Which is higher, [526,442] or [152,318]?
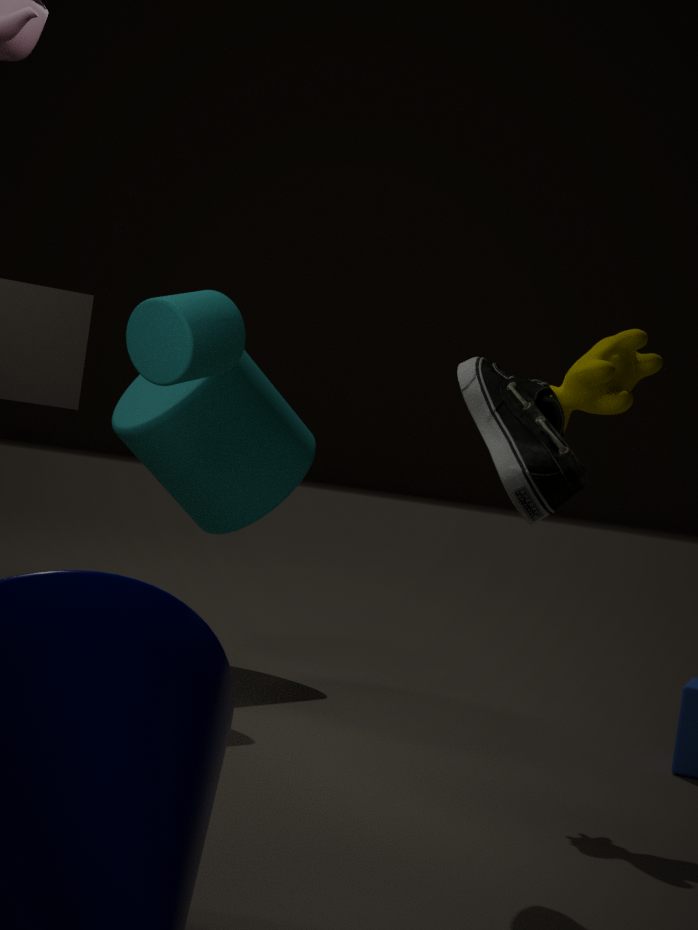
[152,318]
